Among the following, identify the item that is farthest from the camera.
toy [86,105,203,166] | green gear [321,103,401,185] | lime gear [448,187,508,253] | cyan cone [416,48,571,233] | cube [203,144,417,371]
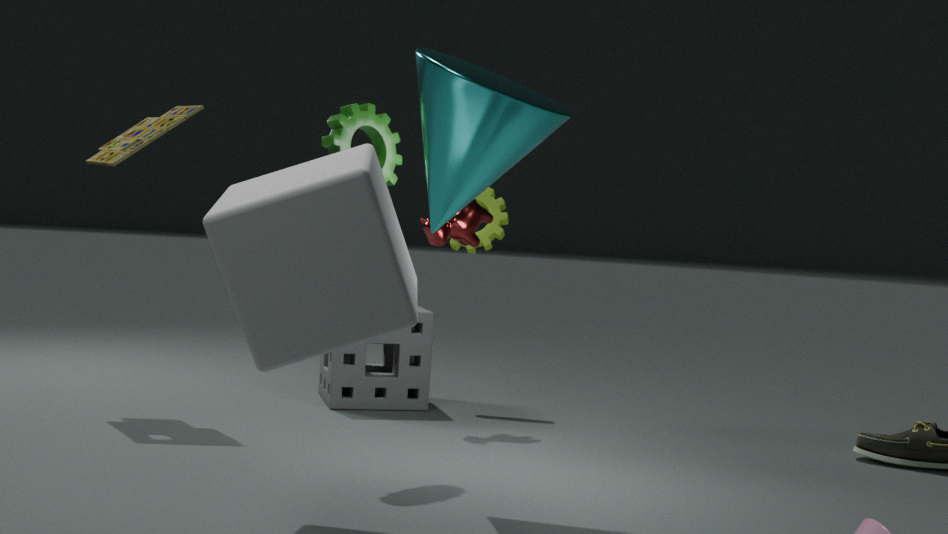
lime gear [448,187,508,253]
